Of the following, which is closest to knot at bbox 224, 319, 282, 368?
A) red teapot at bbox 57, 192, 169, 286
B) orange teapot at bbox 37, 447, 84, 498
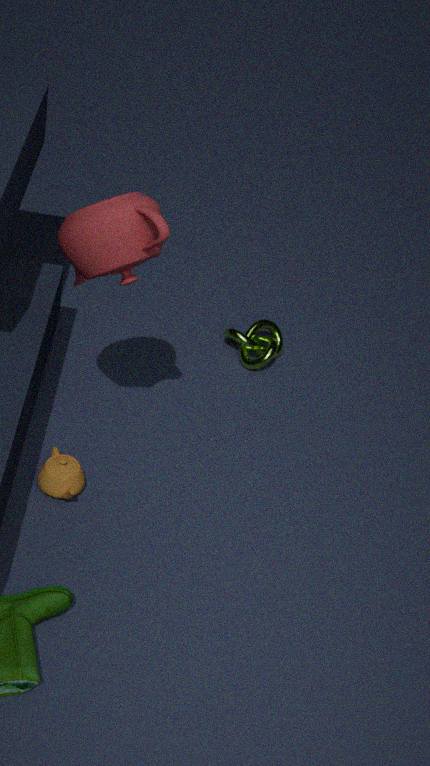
orange teapot at bbox 37, 447, 84, 498
